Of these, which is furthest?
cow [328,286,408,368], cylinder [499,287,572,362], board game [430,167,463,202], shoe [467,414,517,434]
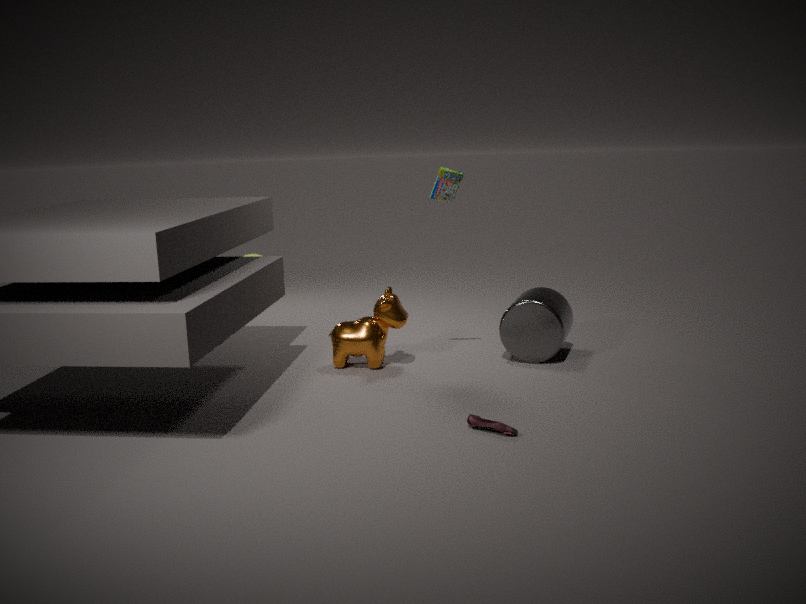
cylinder [499,287,572,362]
